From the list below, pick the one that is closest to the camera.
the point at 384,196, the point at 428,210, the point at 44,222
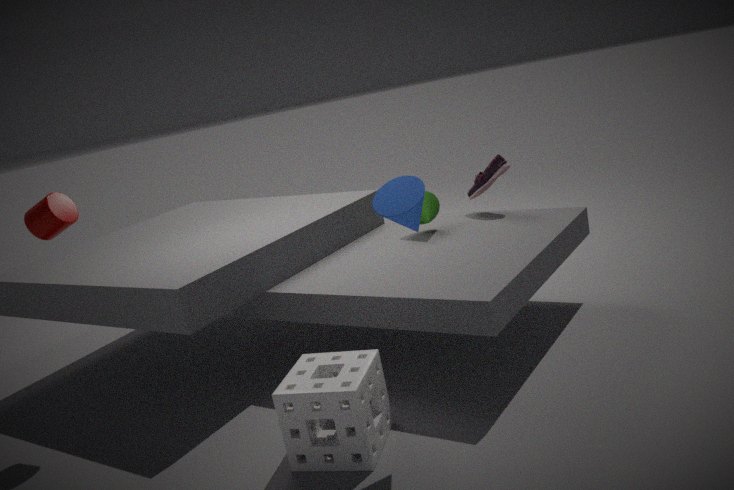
the point at 384,196
